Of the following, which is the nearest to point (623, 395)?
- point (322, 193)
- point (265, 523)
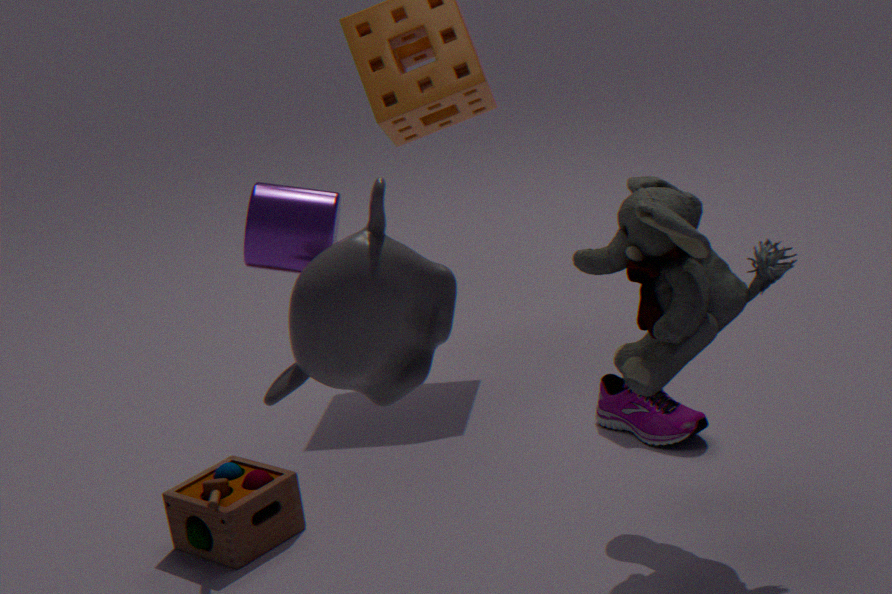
point (265, 523)
